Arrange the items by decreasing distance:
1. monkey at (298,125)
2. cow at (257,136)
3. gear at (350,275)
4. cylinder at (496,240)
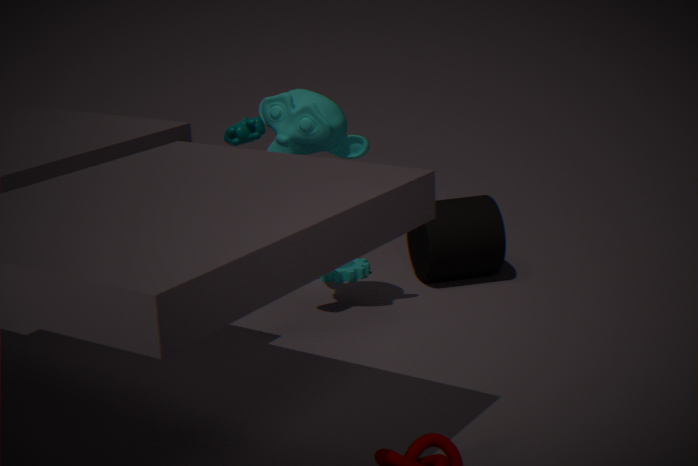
gear at (350,275)
cow at (257,136)
cylinder at (496,240)
monkey at (298,125)
